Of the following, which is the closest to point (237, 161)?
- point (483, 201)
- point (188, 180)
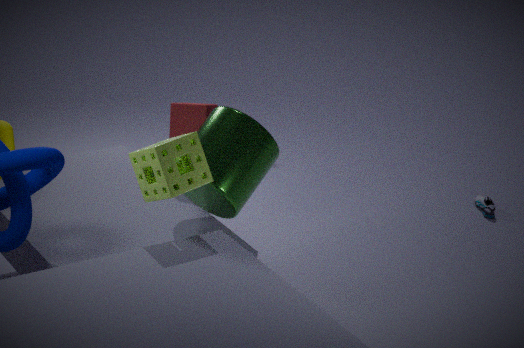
point (188, 180)
